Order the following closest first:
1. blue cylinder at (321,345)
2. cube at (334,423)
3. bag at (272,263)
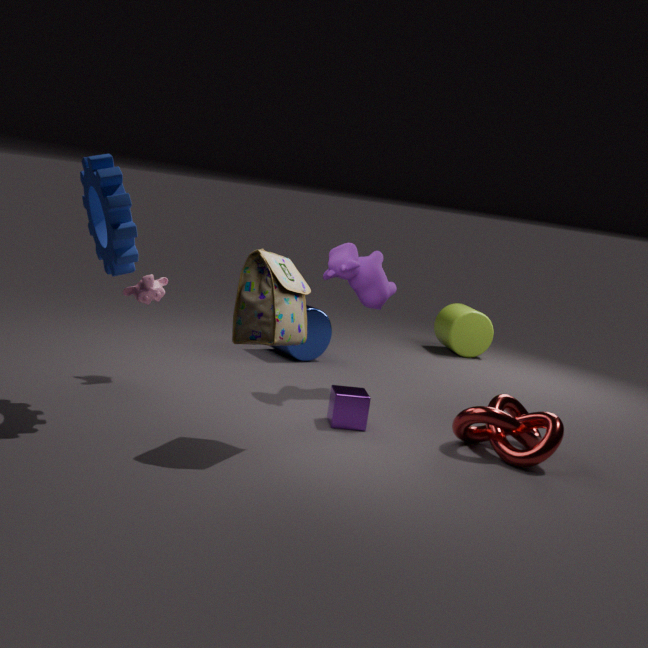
1. bag at (272,263)
2. cube at (334,423)
3. blue cylinder at (321,345)
